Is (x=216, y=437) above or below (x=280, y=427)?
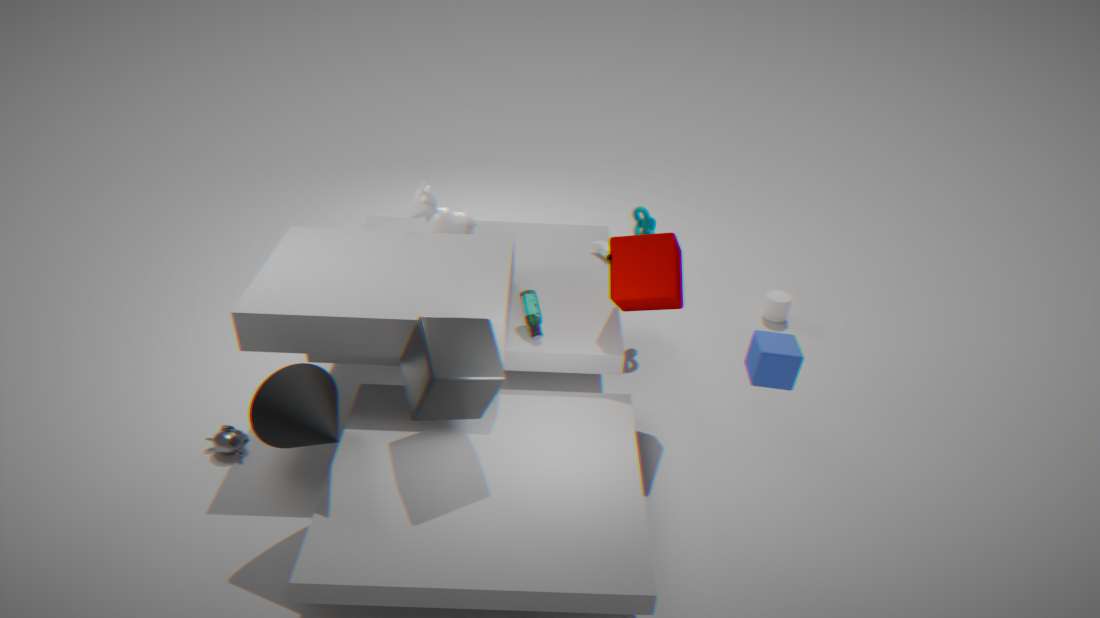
below
